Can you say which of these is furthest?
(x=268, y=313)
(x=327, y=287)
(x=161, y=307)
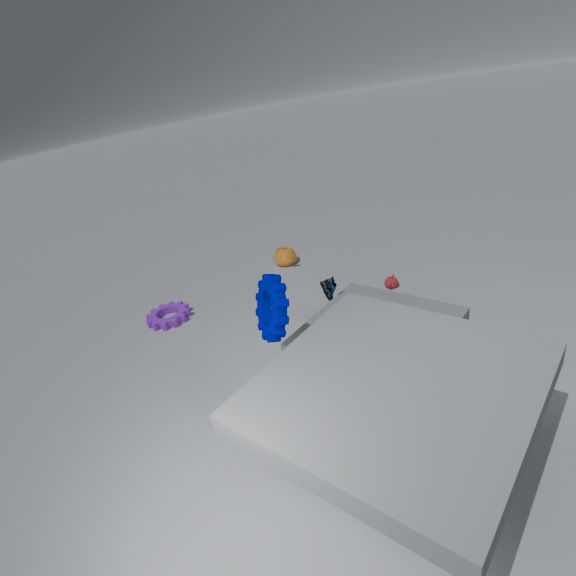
(x=161, y=307)
